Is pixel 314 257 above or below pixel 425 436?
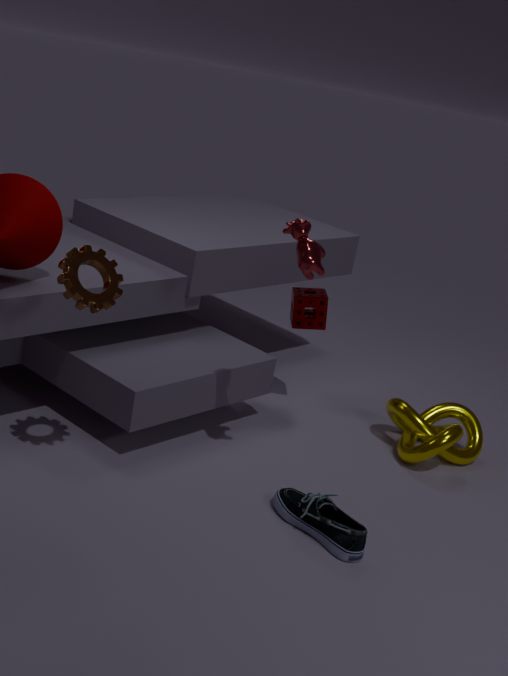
above
